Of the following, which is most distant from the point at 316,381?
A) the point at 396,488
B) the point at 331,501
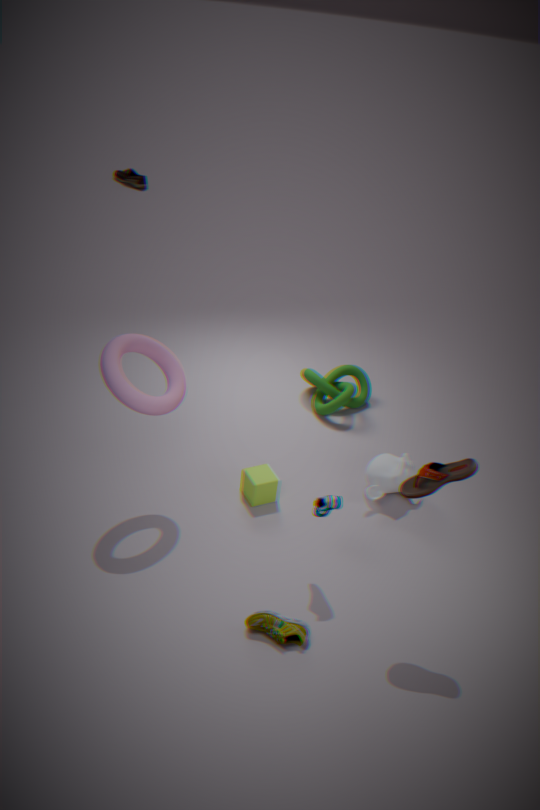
the point at 331,501
